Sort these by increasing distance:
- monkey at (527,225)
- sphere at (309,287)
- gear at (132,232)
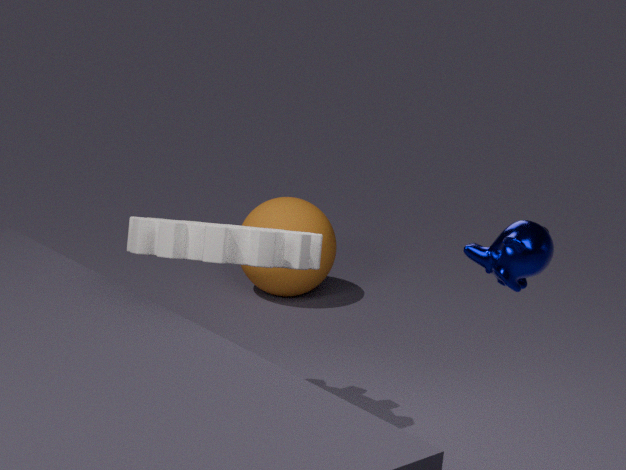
monkey at (527,225)
gear at (132,232)
sphere at (309,287)
